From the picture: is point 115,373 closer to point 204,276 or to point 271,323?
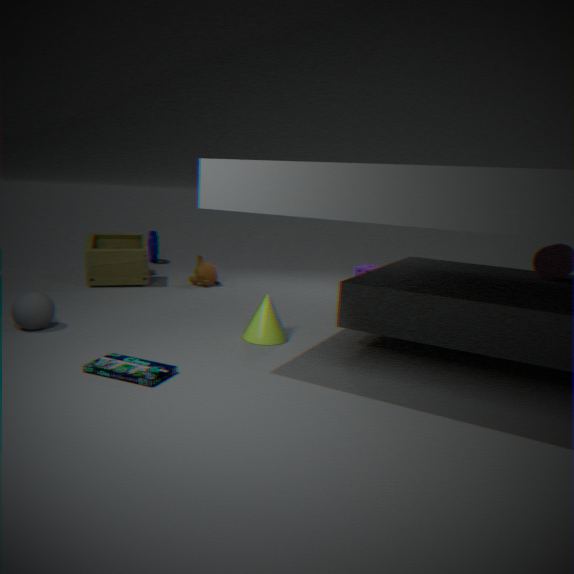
point 271,323
